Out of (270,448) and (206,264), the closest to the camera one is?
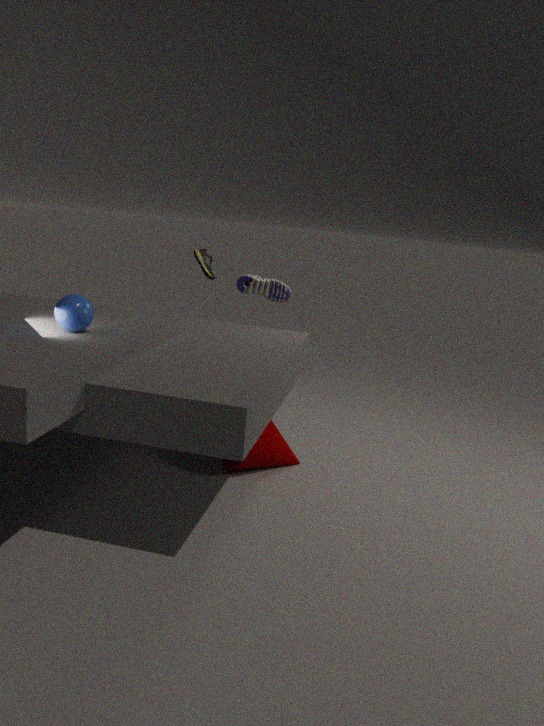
(270,448)
